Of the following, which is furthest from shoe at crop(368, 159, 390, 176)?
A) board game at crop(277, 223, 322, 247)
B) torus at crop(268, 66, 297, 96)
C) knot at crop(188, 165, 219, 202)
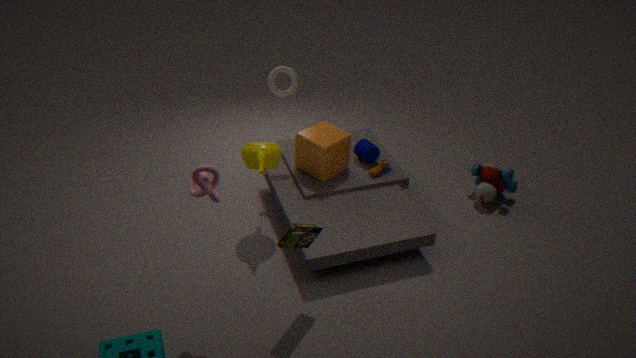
knot at crop(188, 165, 219, 202)
